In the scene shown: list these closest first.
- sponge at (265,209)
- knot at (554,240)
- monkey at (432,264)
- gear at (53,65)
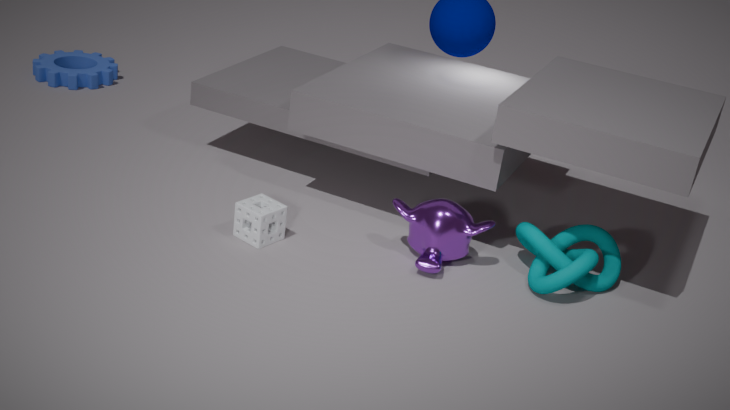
1. knot at (554,240)
2. monkey at (432,264)
3. sponge at (265,209)
4. gear at (53,65)
